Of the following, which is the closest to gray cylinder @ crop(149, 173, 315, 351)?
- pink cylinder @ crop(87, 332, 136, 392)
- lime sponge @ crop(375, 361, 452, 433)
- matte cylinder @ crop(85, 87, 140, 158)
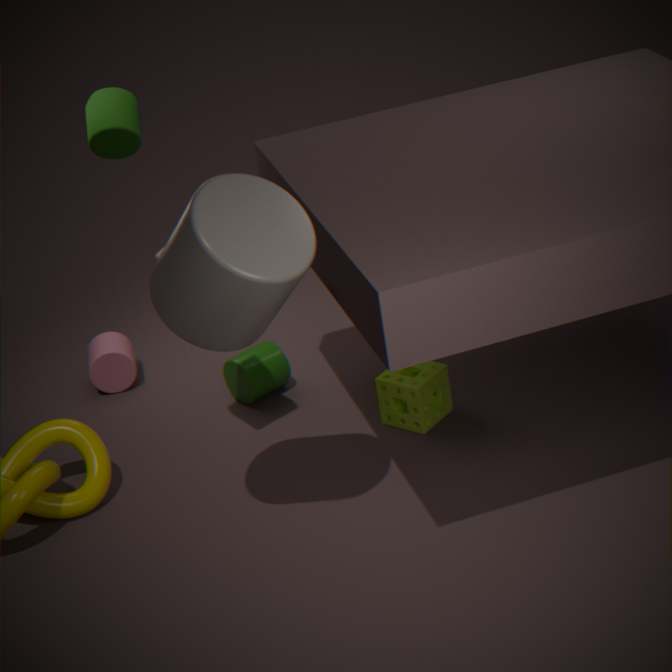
lime sponge @ crop(375, 361, 452, 433)
